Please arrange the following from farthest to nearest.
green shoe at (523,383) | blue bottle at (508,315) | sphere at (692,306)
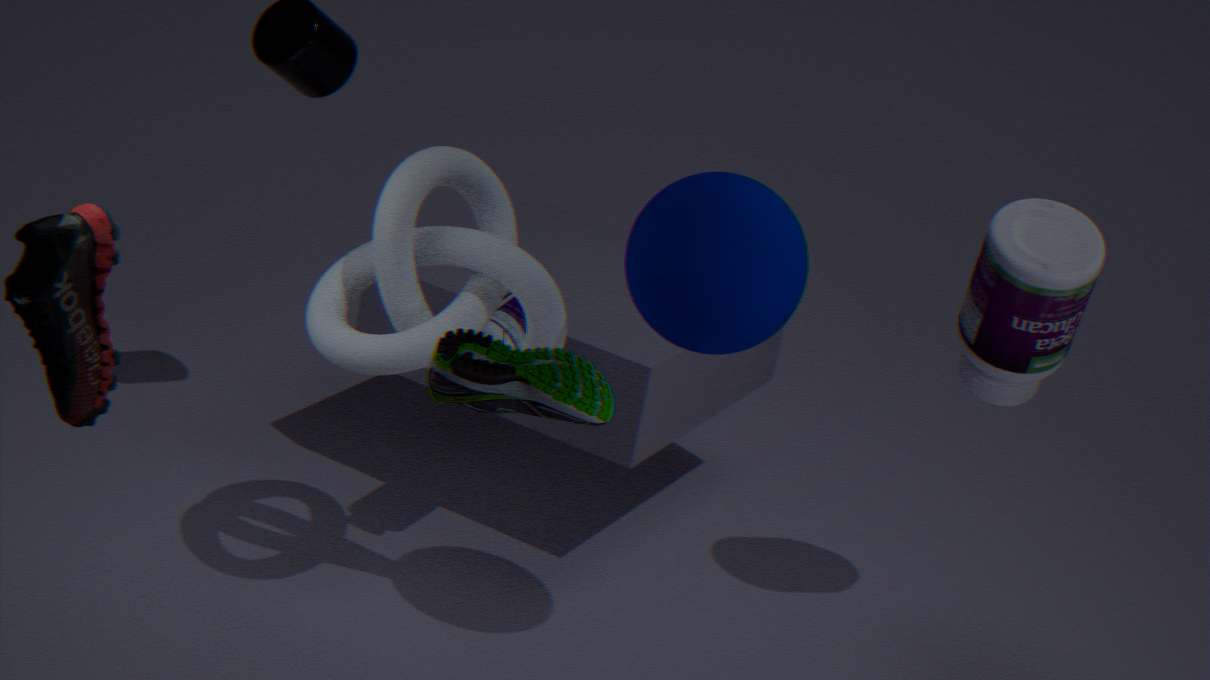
blue bottle at (508,315)
sphere at (692,306)
green shoe at (523,383)
